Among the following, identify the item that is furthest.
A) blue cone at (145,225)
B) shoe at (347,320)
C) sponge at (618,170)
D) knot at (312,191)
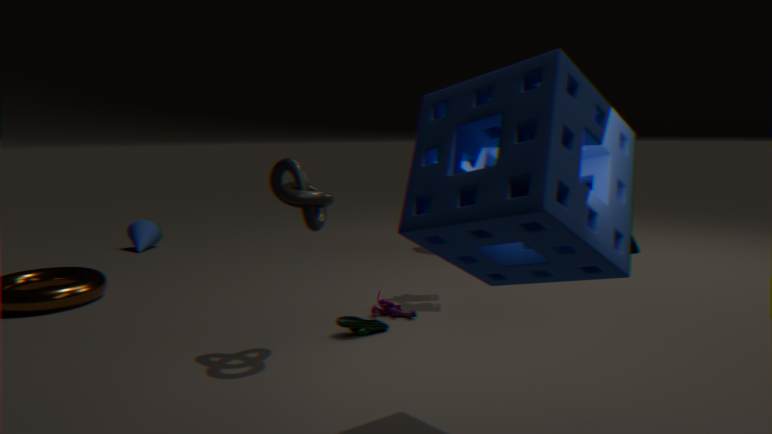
blue cone at (145,225)
